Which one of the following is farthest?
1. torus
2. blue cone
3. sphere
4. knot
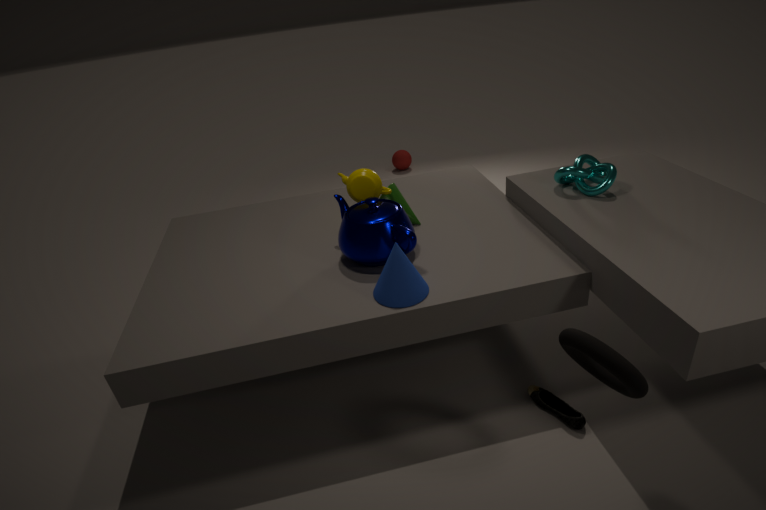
sphere
